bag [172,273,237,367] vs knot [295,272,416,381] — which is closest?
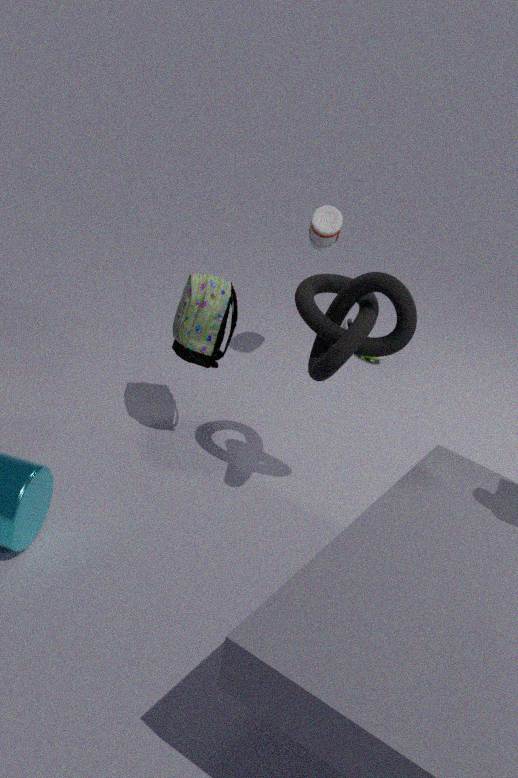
knot [295,272,416,381]
